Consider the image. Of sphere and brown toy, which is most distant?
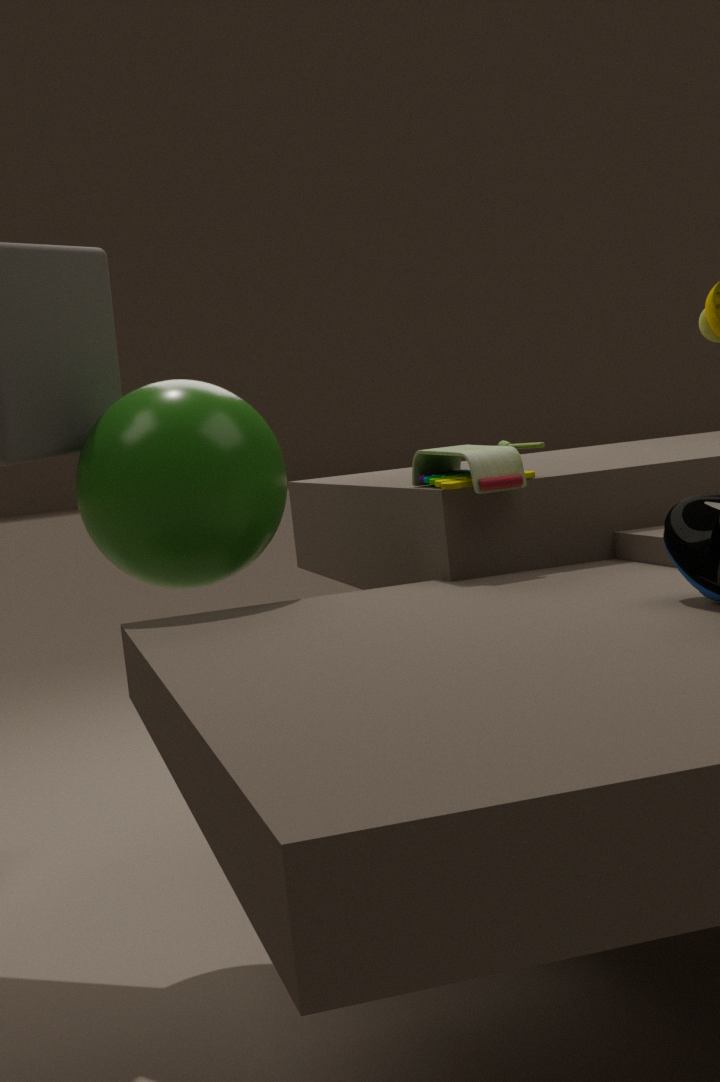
brown toy
